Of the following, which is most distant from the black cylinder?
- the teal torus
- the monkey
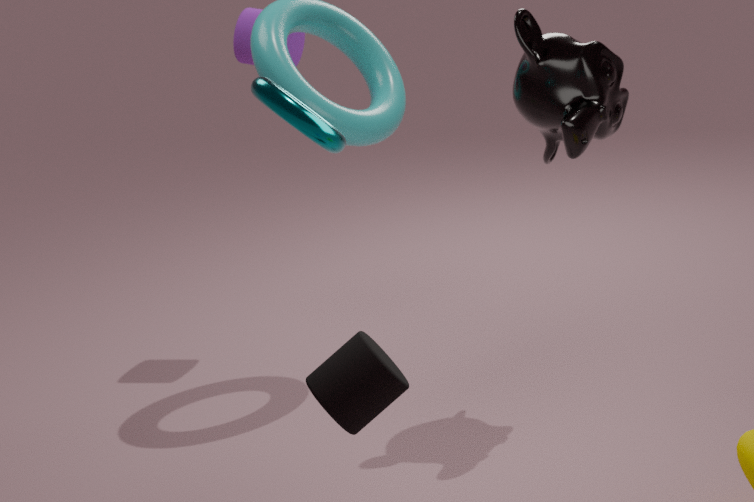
the monkey
